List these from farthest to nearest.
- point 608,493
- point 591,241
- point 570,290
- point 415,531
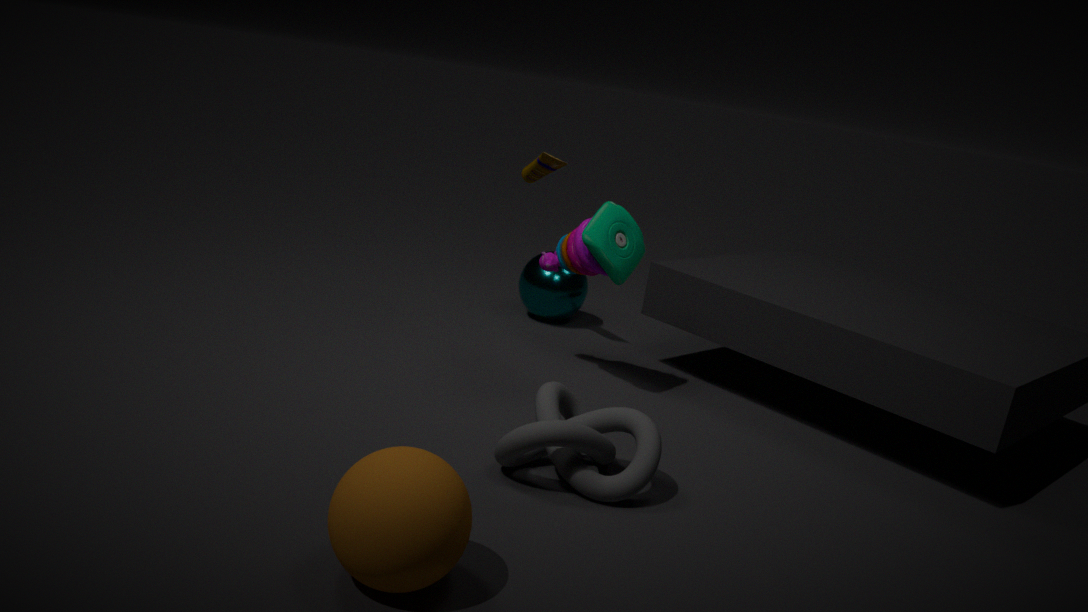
point 570,290, point 591,241, point 608,493, point 415,531
